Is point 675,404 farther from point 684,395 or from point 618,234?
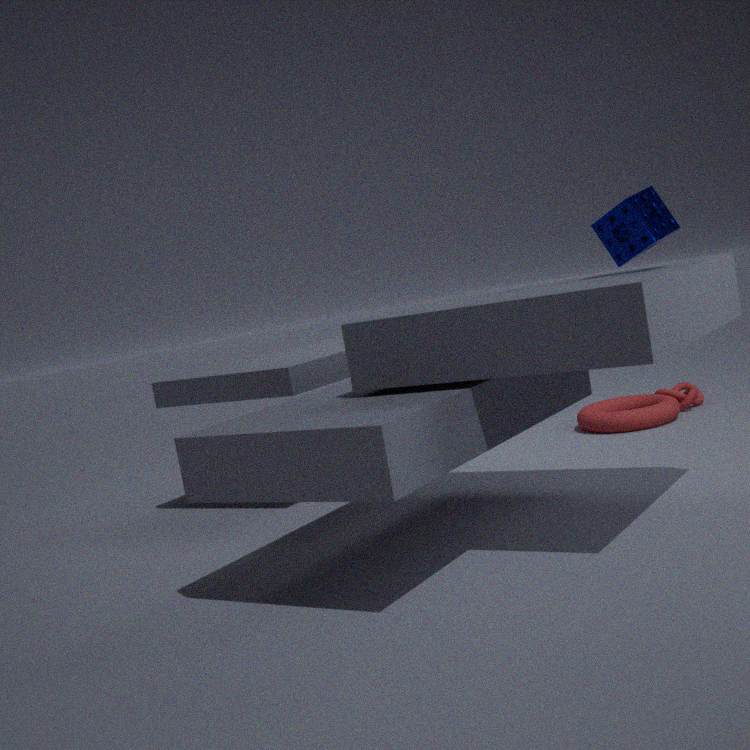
point 618,234
